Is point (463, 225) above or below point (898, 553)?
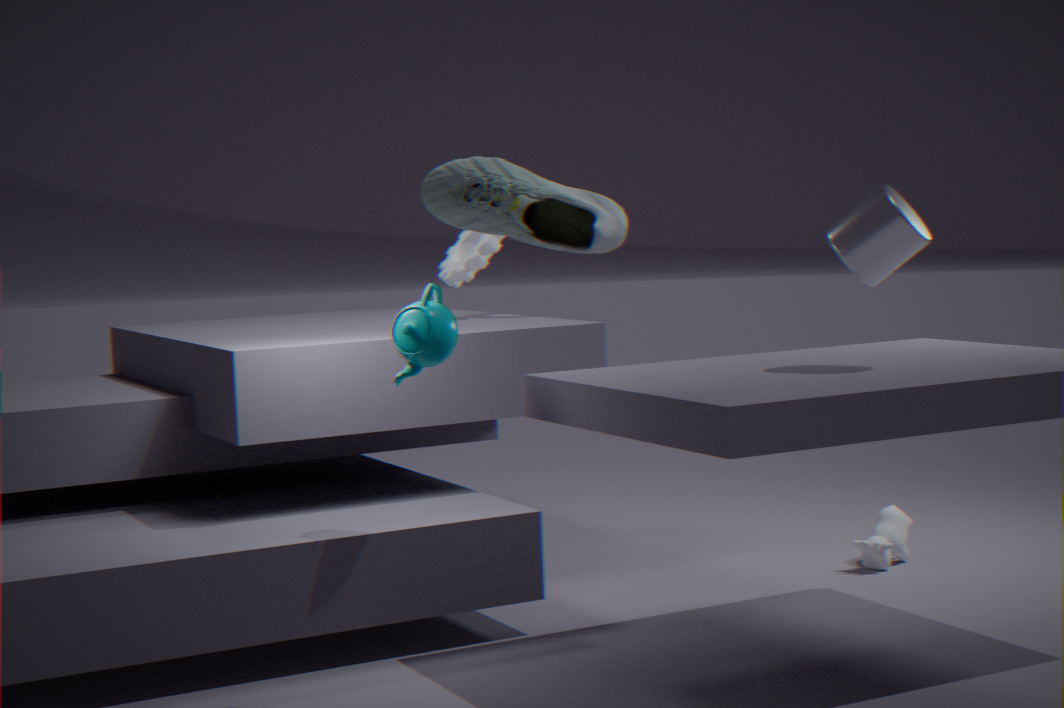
above
